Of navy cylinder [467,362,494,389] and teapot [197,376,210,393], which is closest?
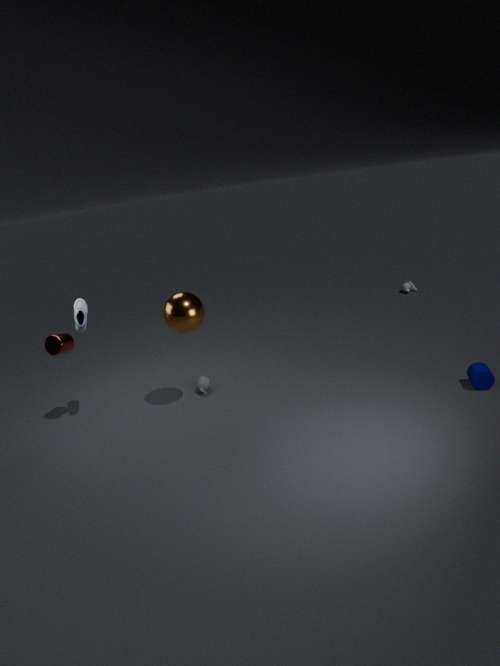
navy cylinder [467,362,494,389]
